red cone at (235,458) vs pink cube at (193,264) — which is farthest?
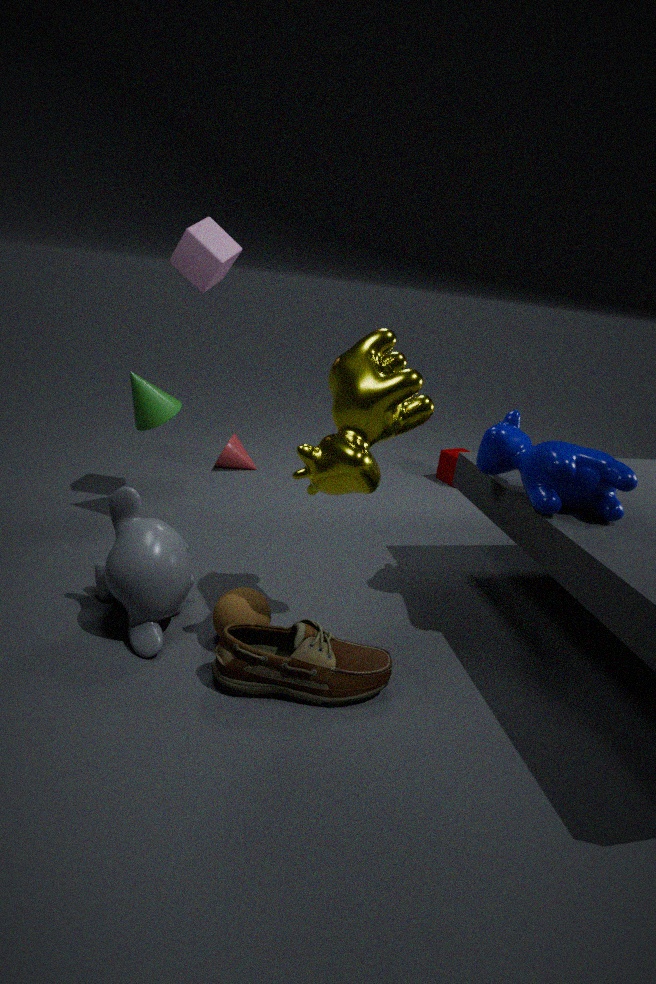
red cone at (235,458)
